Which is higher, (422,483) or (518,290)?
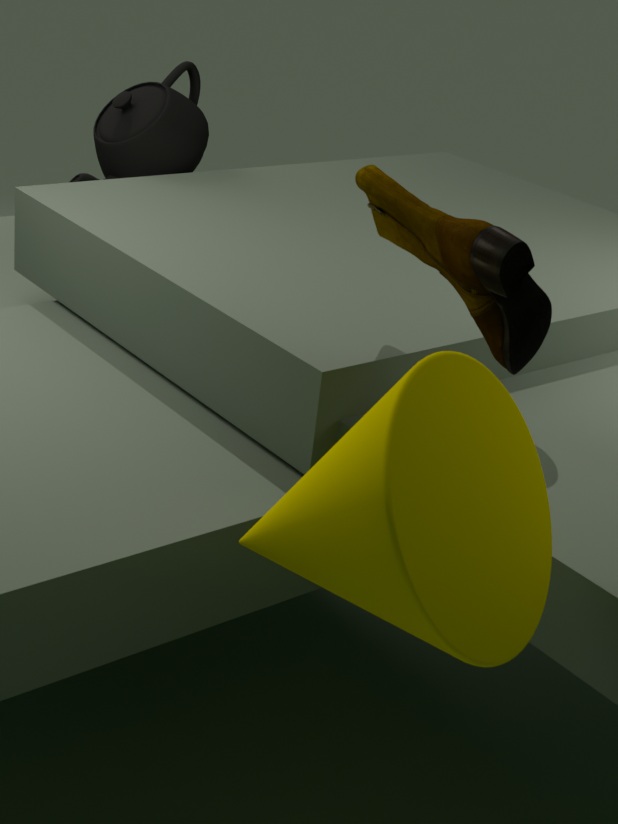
(518,290)
